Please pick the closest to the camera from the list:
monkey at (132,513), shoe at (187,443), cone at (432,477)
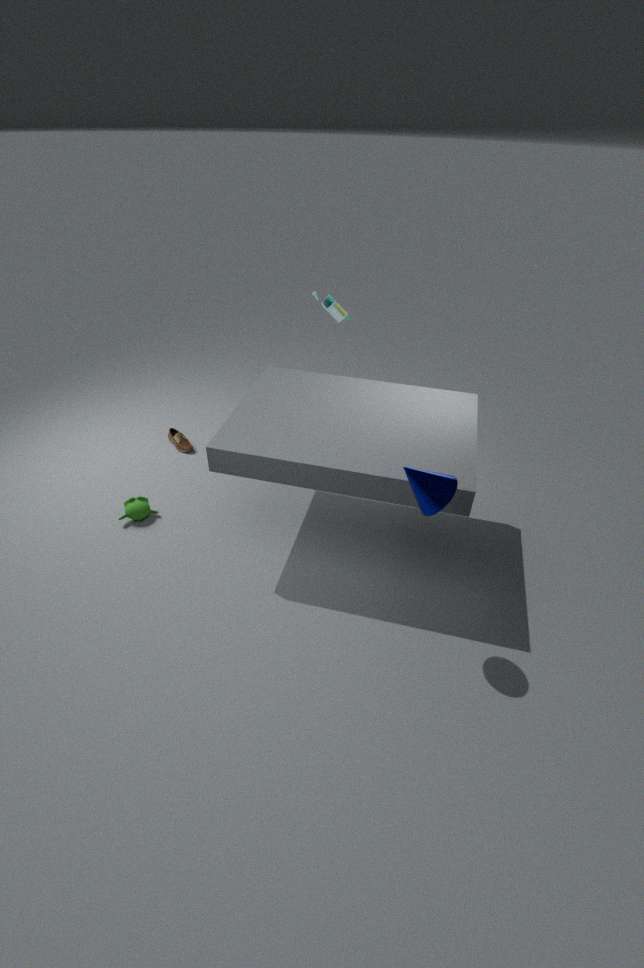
cone at (432,477)
